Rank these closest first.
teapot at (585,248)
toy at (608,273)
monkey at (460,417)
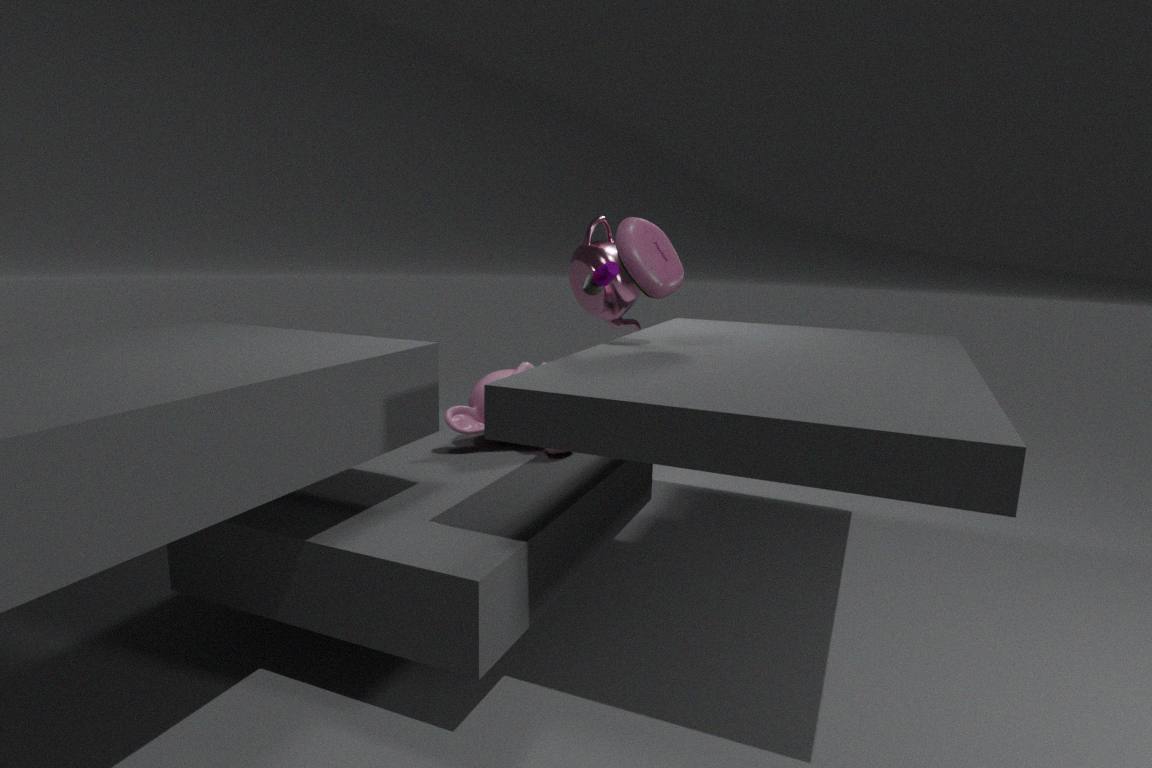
toy at (608,273)
monkey at (460,417)
teapot at (585,248)
